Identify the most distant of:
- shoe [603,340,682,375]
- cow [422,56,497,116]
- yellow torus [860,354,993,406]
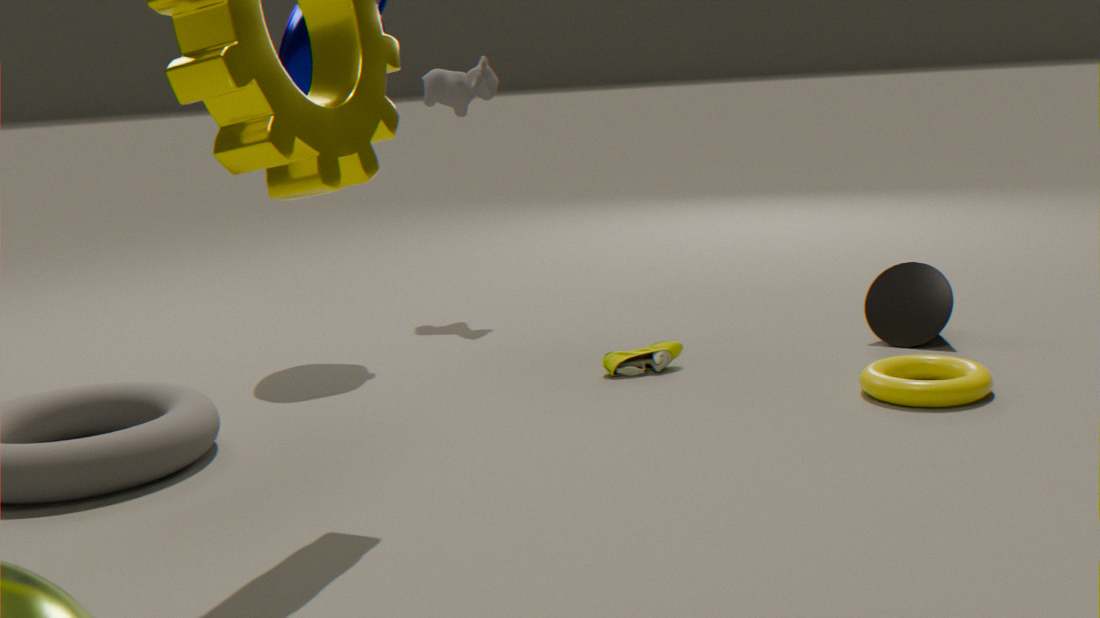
cow [422,56,497,116]
